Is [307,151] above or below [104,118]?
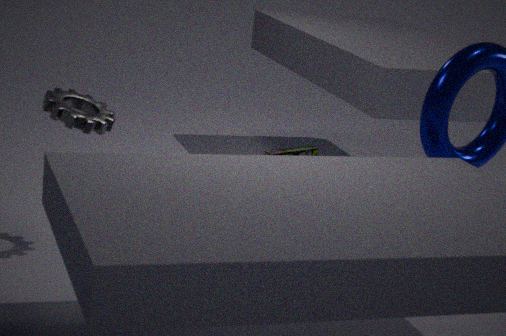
below
